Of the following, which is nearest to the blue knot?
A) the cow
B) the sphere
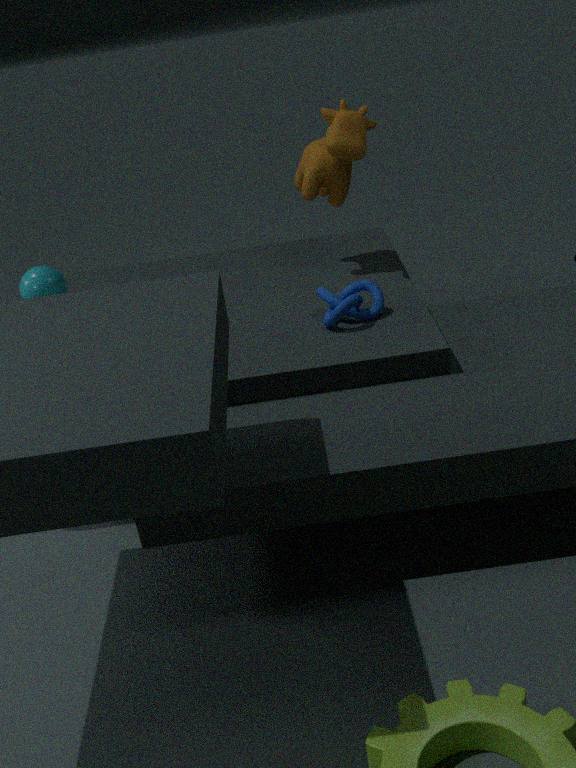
the cow
